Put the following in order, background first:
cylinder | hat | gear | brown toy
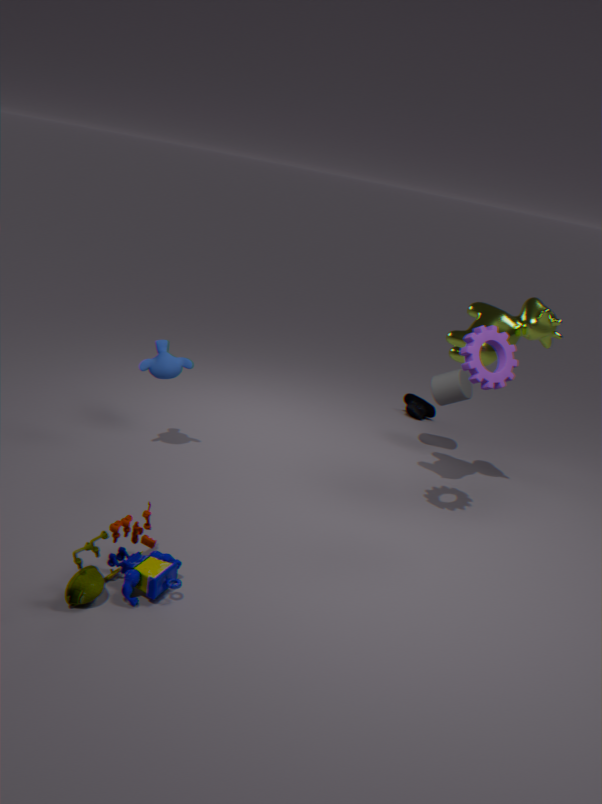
hat < cylinder < gear < brown toy
